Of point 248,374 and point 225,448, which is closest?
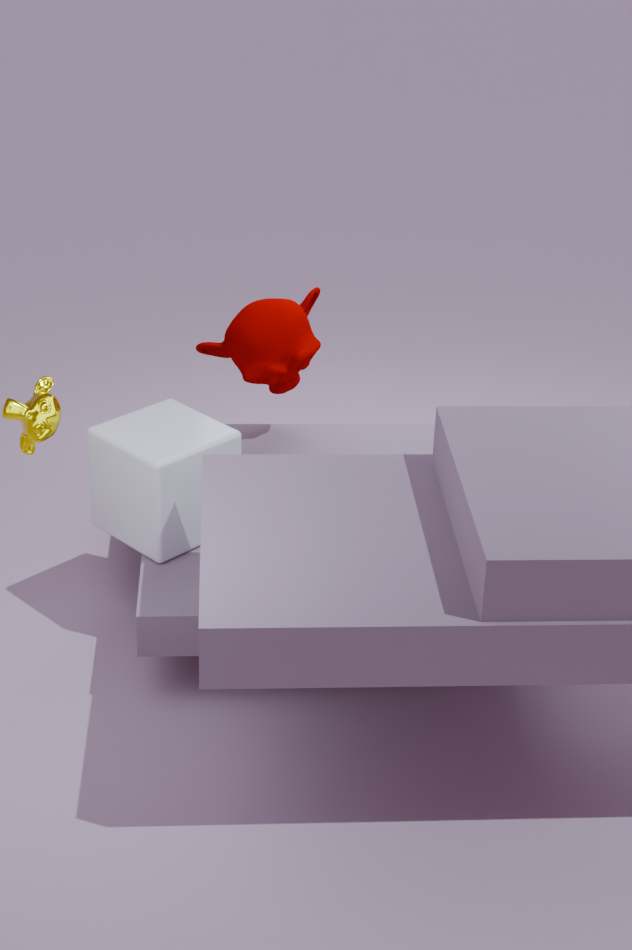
point 225,448
